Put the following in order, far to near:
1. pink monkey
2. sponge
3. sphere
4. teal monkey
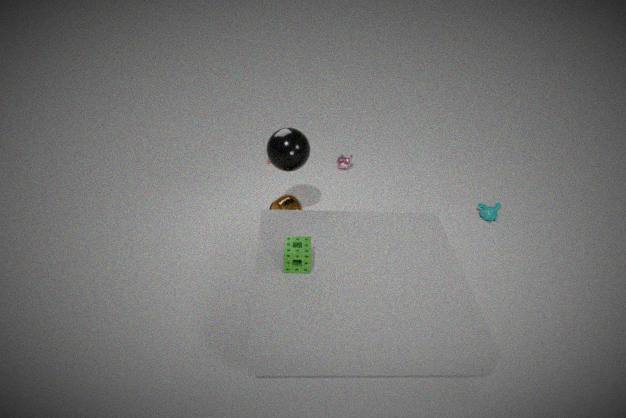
pink monkey, teal monkey, sphere, sponge
